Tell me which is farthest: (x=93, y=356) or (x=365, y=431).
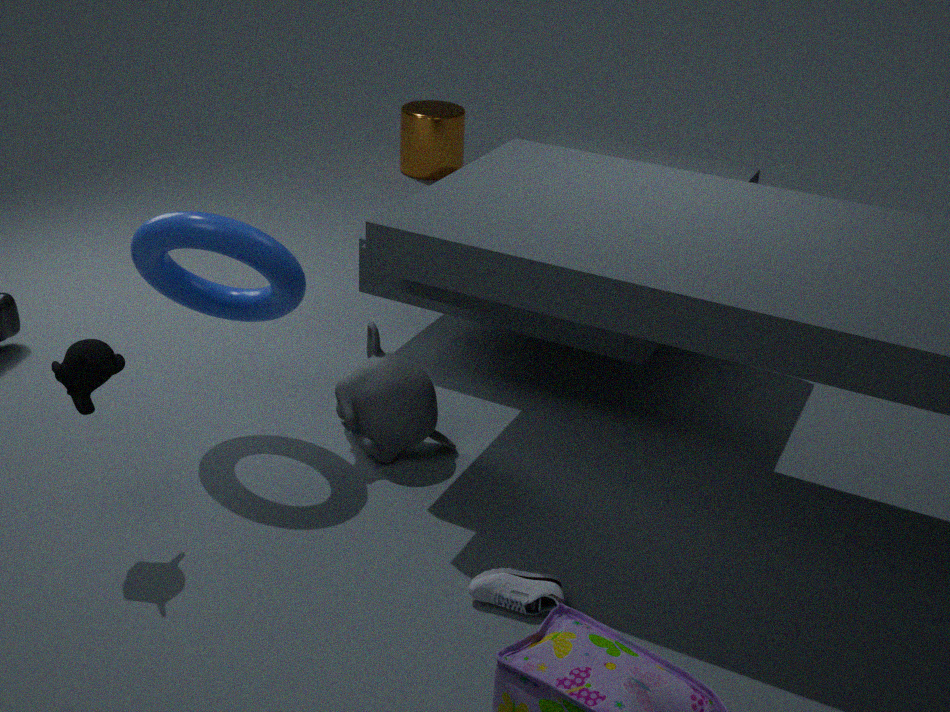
(x=365, y=431)
